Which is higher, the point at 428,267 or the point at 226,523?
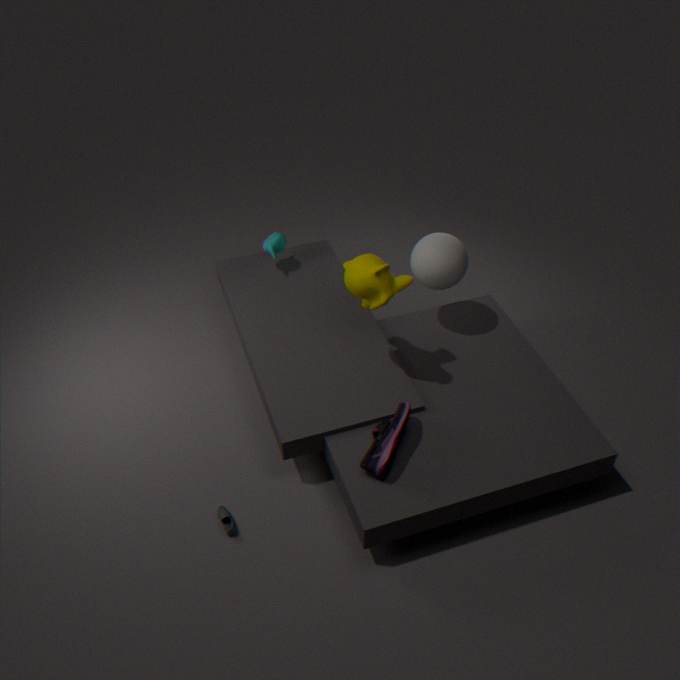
the point at 428,267
